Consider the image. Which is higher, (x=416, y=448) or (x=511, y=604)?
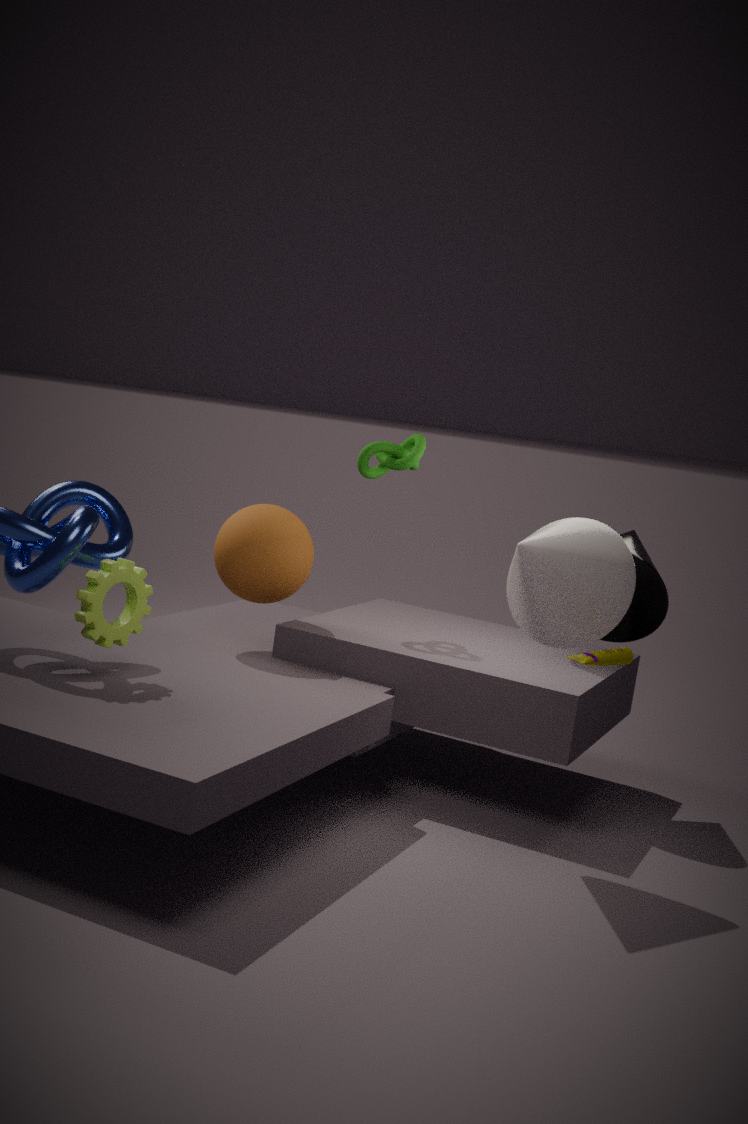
(x=416, y=448)
